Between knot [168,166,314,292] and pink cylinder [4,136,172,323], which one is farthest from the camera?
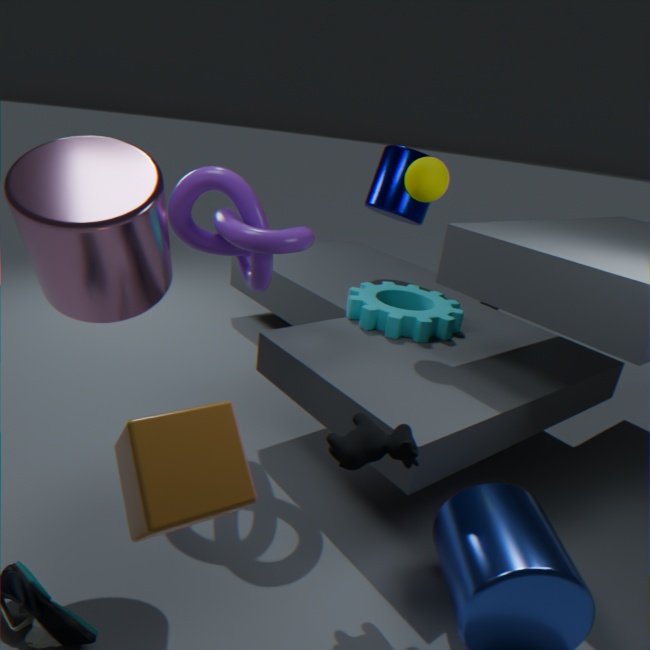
knot [168,166,314,292]
